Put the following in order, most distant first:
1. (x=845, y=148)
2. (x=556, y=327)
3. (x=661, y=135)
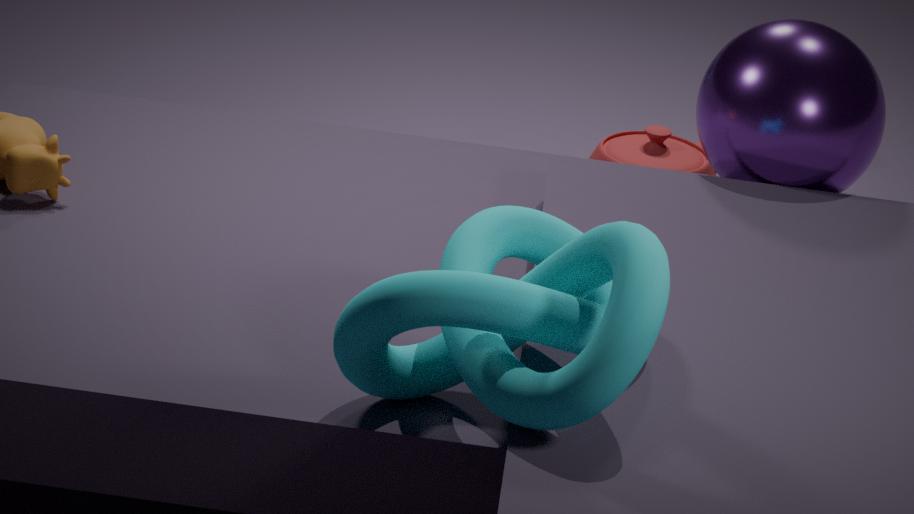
(x=661, y=135)
(x=845, y=148)
(x=556, y=327)
